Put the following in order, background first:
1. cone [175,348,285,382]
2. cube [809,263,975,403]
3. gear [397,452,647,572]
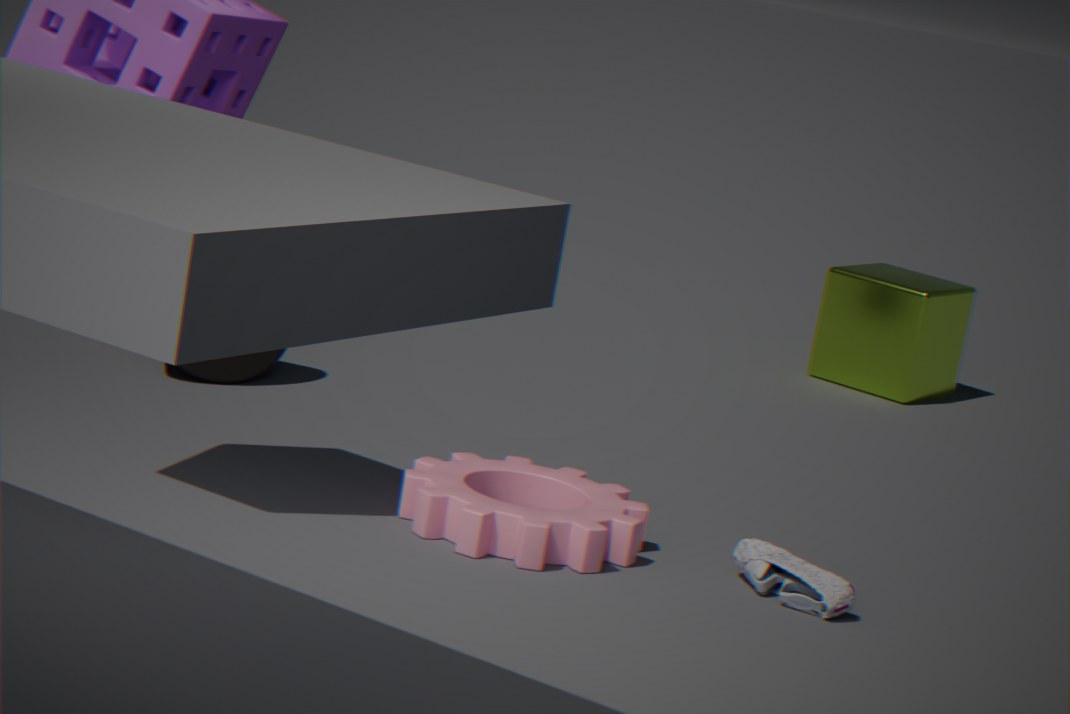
cube [809,263,975,403], cone [175,348,285,382], gear [397,452,647,572]
